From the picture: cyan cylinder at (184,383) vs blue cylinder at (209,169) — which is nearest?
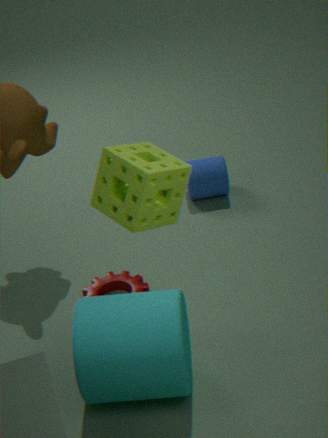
cyan cylinder at (184,383)
